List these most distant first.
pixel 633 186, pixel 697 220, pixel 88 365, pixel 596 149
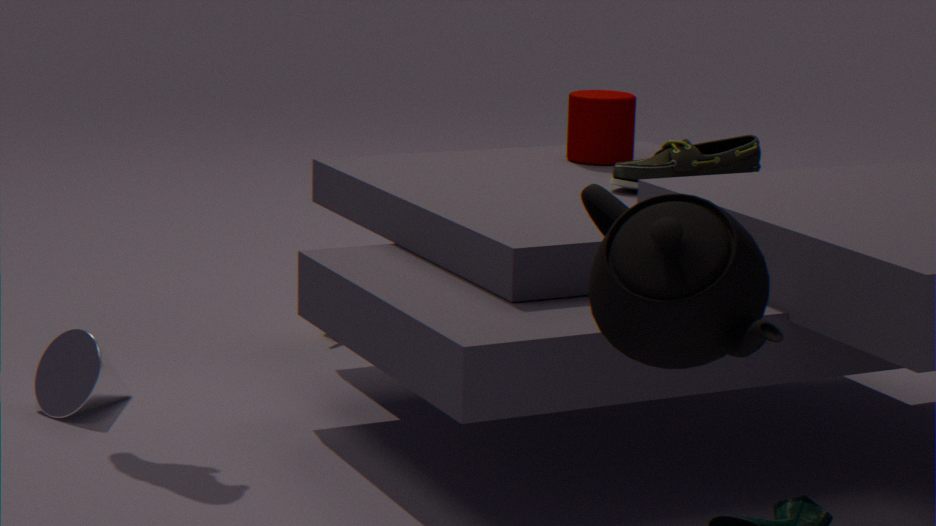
pixel 596 149 < pixel 633 186 < pixel 88 365 < pixel 697 220
